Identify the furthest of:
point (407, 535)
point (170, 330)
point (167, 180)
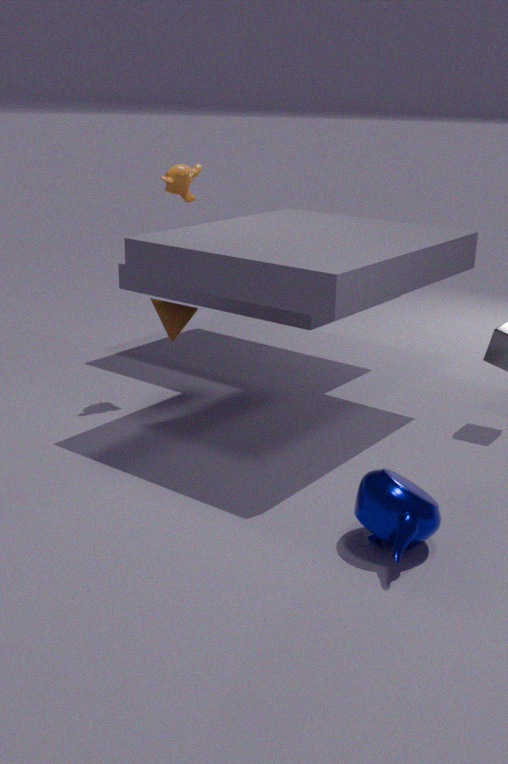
point (167, 180)
